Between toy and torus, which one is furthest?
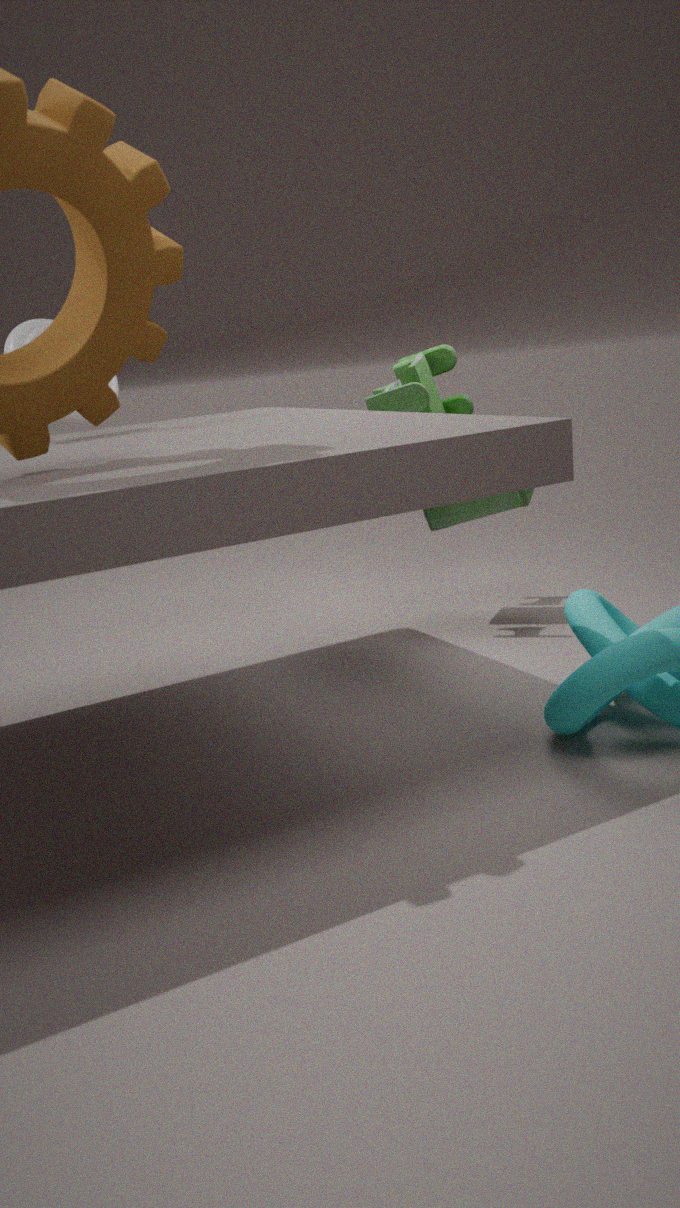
toy
